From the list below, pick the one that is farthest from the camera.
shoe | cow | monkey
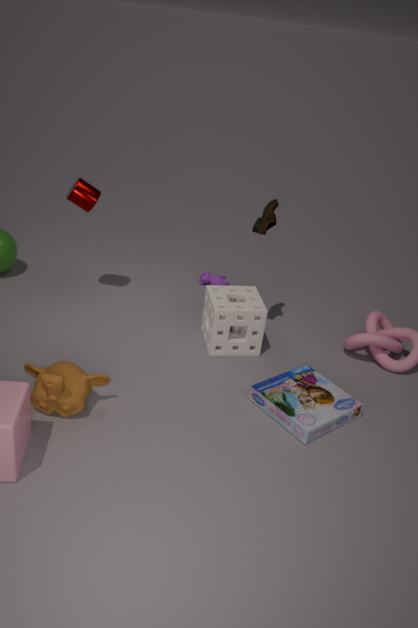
cow
